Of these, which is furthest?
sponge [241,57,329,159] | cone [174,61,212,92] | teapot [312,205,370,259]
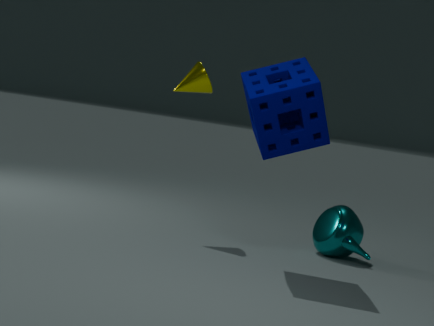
cone [174,61,212,92]
